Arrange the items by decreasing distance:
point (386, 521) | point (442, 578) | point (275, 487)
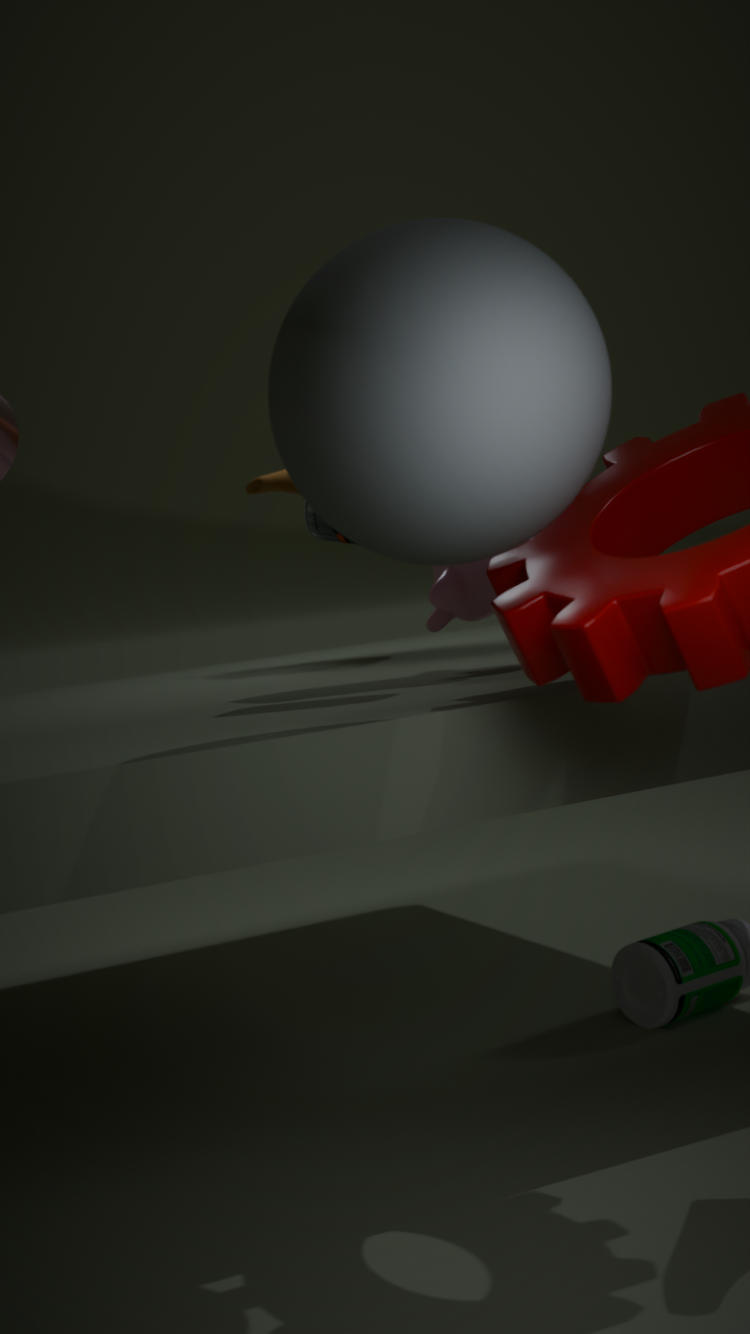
point (275, 487)
point (442, 578)
point (386, 521)
